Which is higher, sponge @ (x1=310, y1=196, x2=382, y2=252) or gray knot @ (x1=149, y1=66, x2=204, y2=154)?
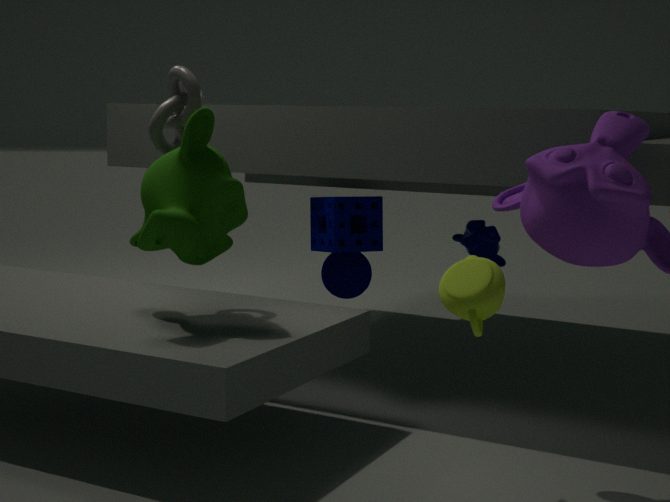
gray knot @ (x1=149, y1=66, x2=204, y2=154)
